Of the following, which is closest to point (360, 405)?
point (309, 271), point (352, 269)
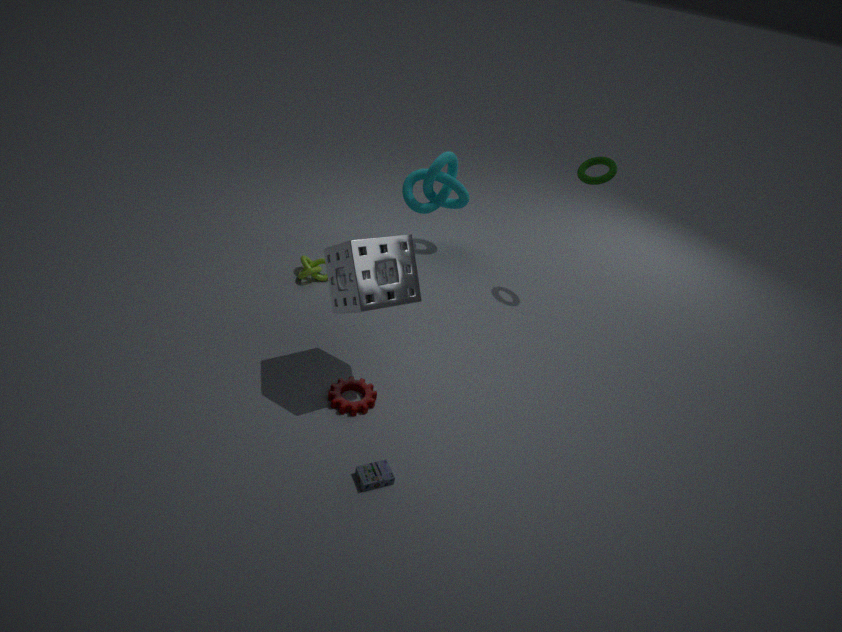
point (352, 269)
